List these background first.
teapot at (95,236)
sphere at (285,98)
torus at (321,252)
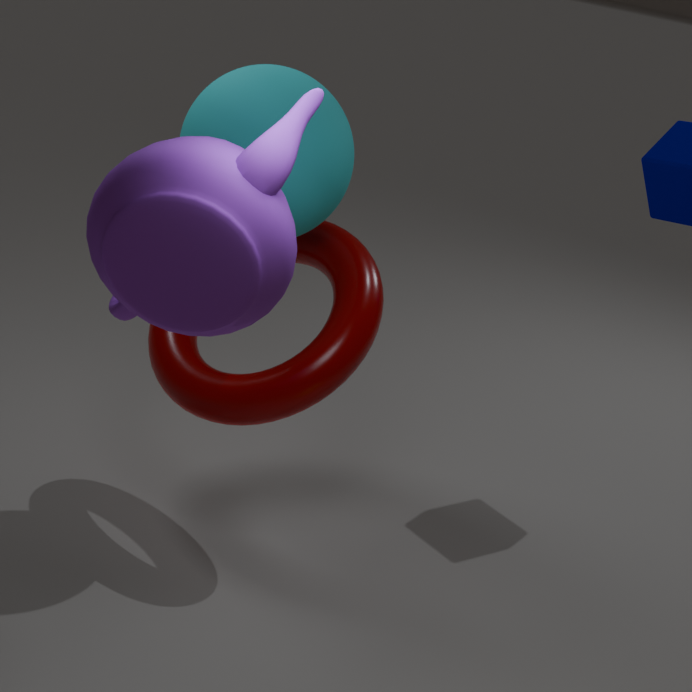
1. torus at (321,252)
2. sphere at (285,98)
3. teapot at (95,236)
